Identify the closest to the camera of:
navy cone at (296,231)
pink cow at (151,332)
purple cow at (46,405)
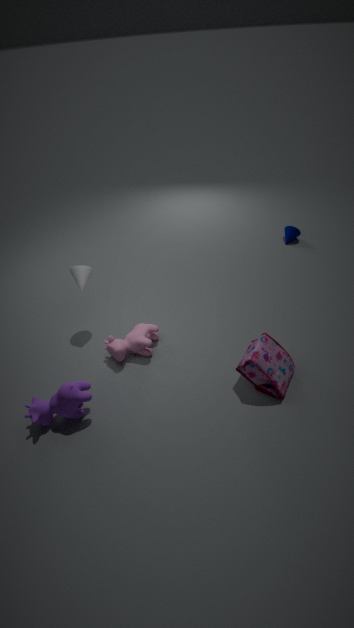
purple cow at (46,405)
